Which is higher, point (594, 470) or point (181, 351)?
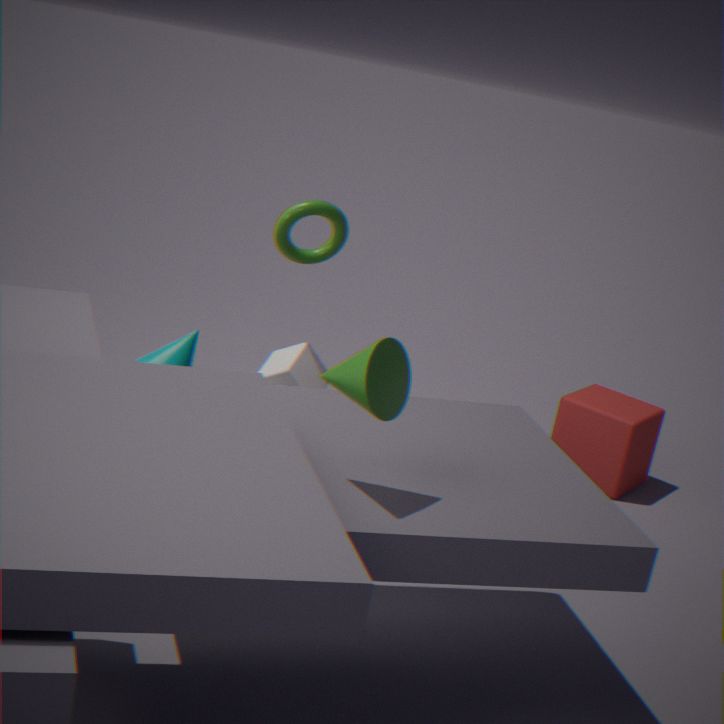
point (181, 351)
